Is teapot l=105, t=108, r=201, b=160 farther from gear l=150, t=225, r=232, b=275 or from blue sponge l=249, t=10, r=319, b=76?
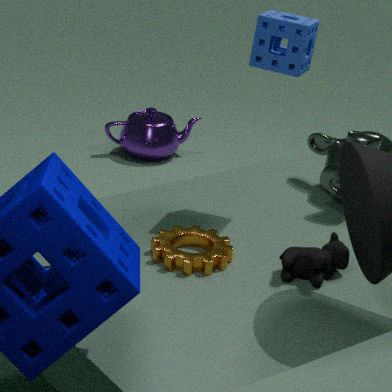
gear l=150, t=225, r=232, b=275
